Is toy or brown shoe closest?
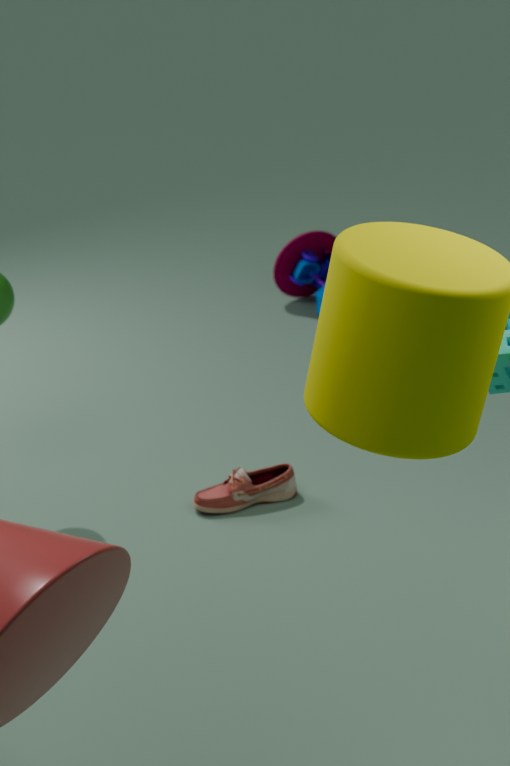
brown shoe
